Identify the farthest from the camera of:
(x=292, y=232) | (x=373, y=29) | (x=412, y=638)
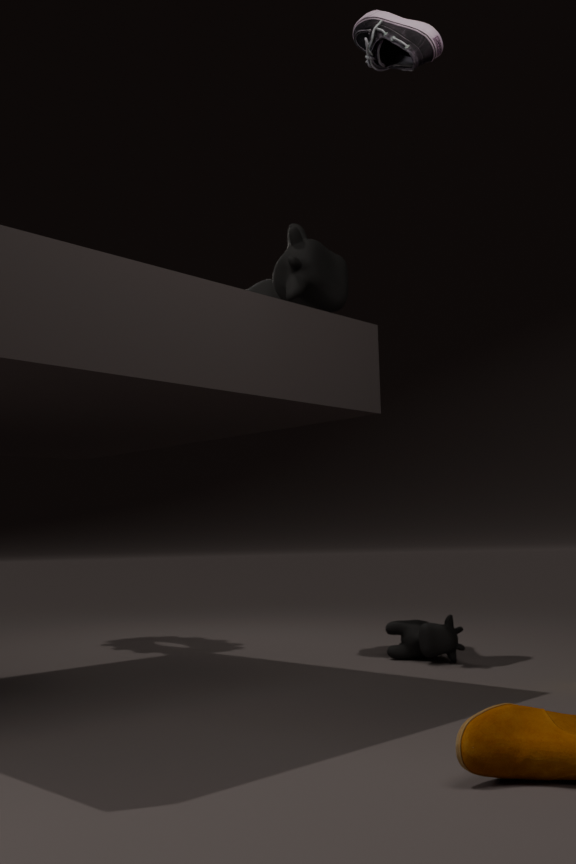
(x=412, y=638)
